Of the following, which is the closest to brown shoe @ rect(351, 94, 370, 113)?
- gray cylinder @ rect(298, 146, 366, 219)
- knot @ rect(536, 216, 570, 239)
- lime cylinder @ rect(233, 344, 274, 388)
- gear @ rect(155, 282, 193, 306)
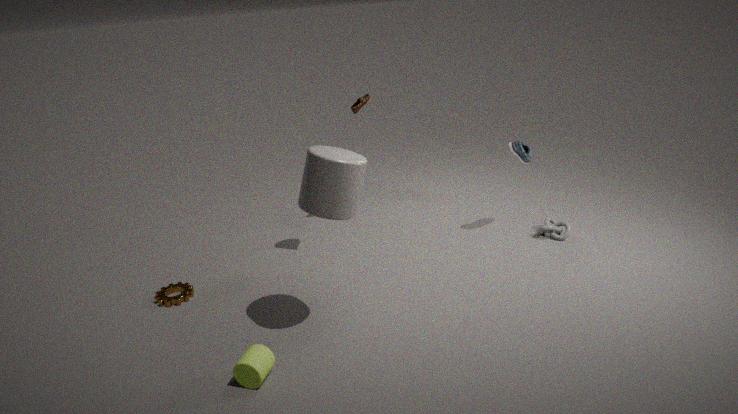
gray cylinder @ rect(298, 146, 366, 219)
